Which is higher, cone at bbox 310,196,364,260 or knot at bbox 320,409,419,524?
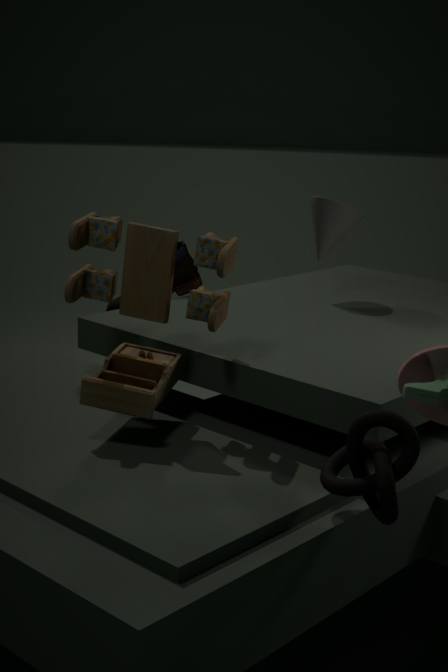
cone at bbox 310,196,364,260
